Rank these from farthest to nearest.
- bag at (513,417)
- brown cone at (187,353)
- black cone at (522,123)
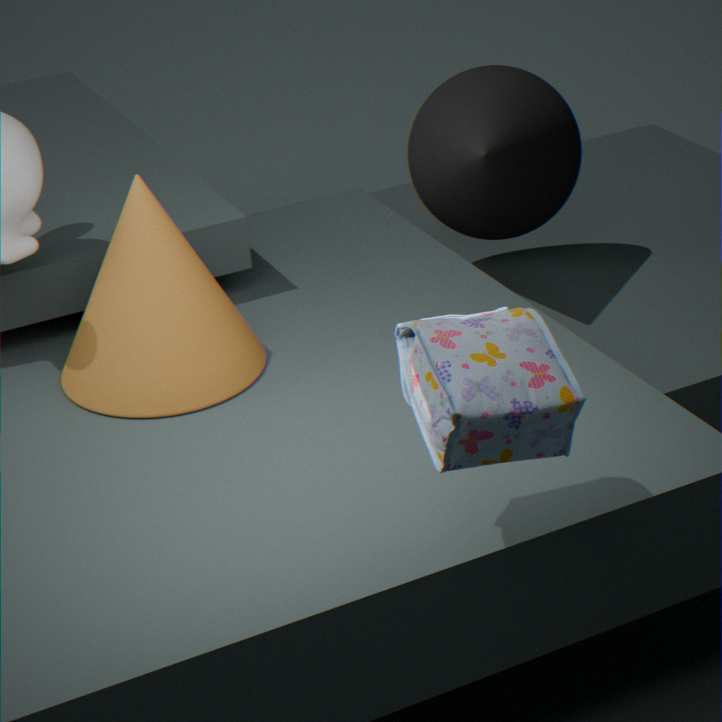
black cone at (522,123), brown cone at (187,353), bag at (513,417)
